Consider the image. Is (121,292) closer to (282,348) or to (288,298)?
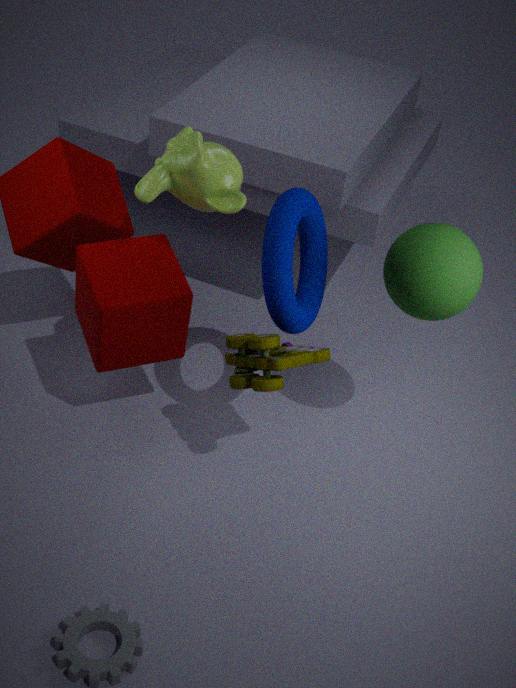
(282,348)
